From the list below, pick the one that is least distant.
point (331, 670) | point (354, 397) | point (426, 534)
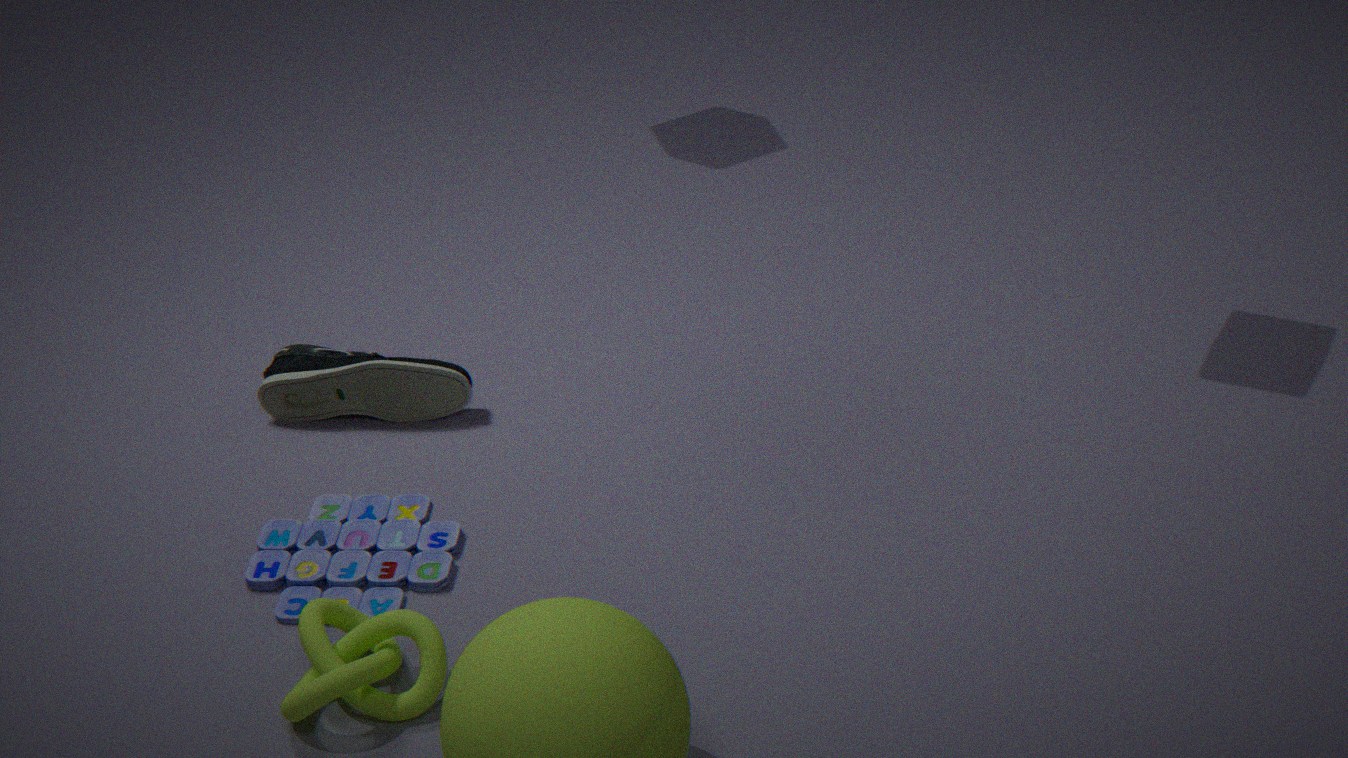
point (331, 670)
